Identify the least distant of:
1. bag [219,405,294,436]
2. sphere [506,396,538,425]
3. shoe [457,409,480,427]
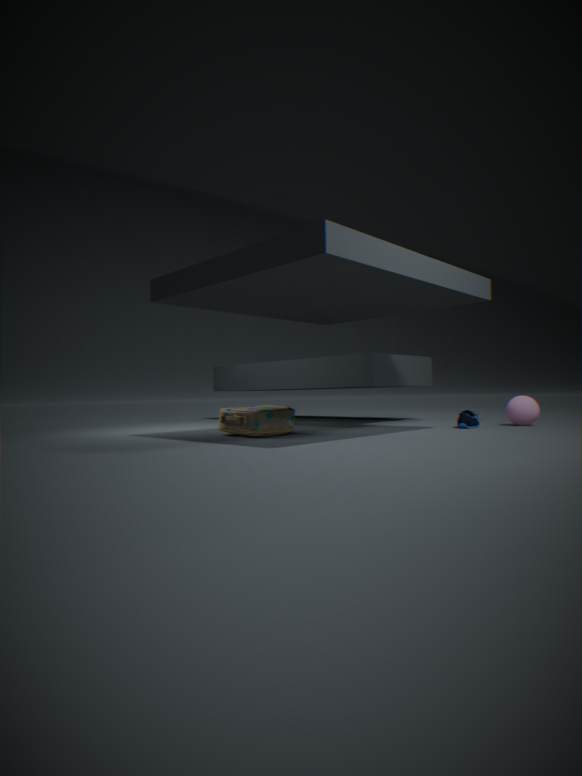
bag [219,405,294,436]
